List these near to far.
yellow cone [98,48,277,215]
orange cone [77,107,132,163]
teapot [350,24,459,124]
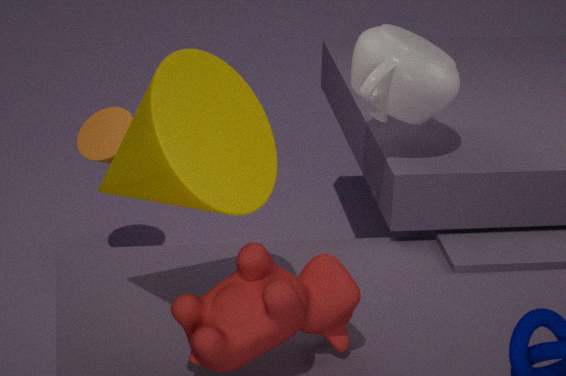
yellow cone [98,48,277,215] → teapot [350,24,459,124] → orange cone [77,107,132,163]
